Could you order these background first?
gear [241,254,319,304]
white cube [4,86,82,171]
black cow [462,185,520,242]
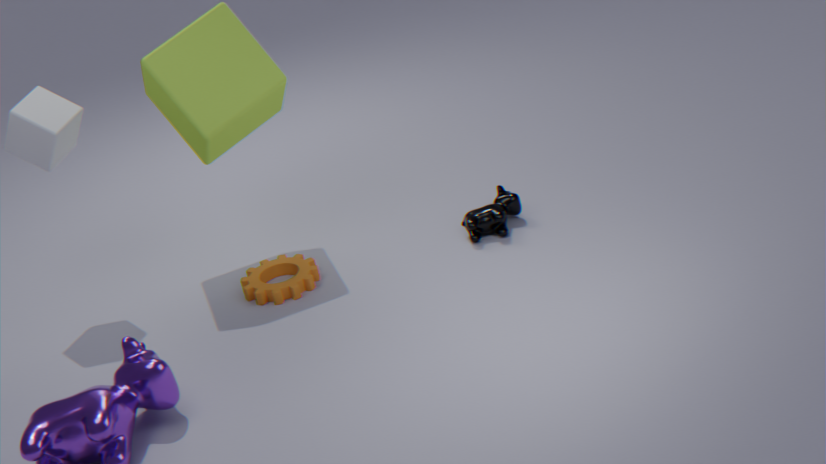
black cow [462,185,520,242], gear [241,254,319,304], white cube [4,86,82,171]
